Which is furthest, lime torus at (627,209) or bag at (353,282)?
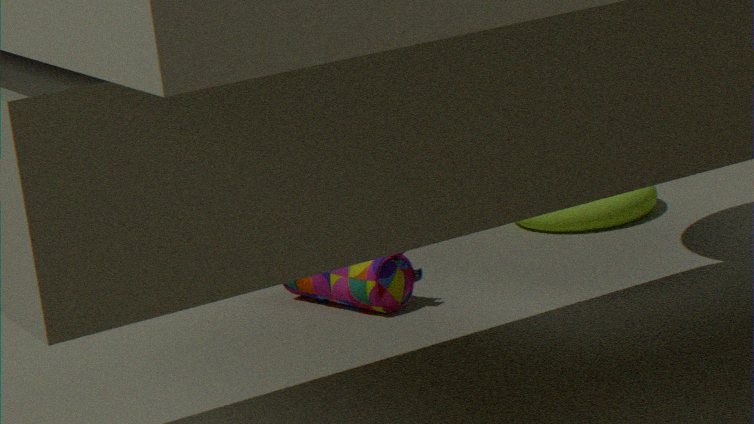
lime torus at (627,209)
